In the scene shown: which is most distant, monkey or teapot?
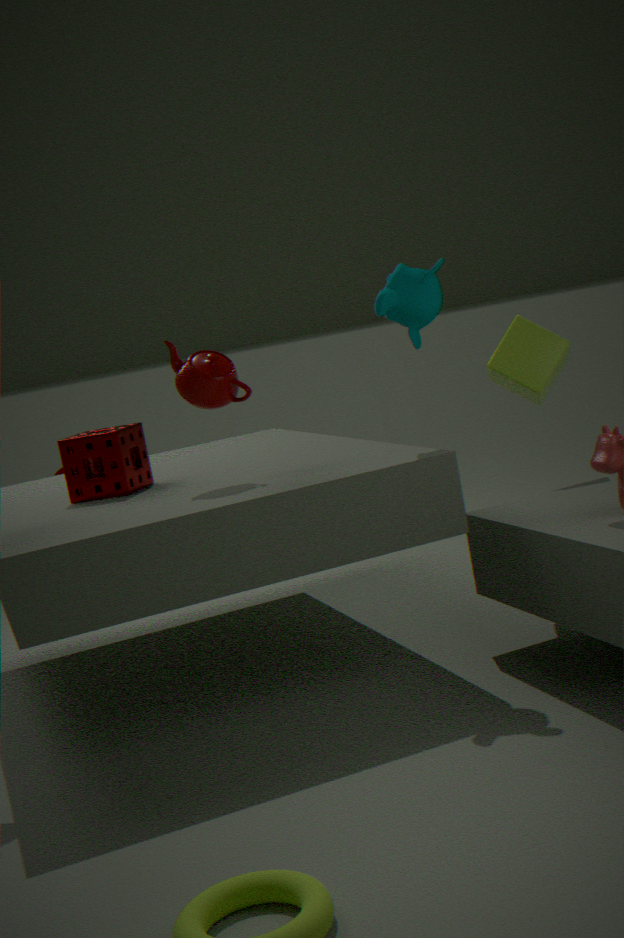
teapot
